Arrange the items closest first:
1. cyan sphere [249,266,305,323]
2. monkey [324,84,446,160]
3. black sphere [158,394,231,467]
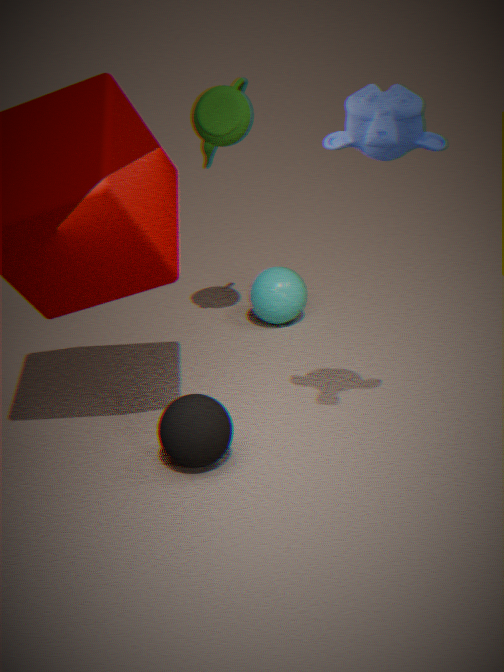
monkey [324,84,446,160]
black sphere [158,394,231,467]
cyan sphere [249,266,305,323]
